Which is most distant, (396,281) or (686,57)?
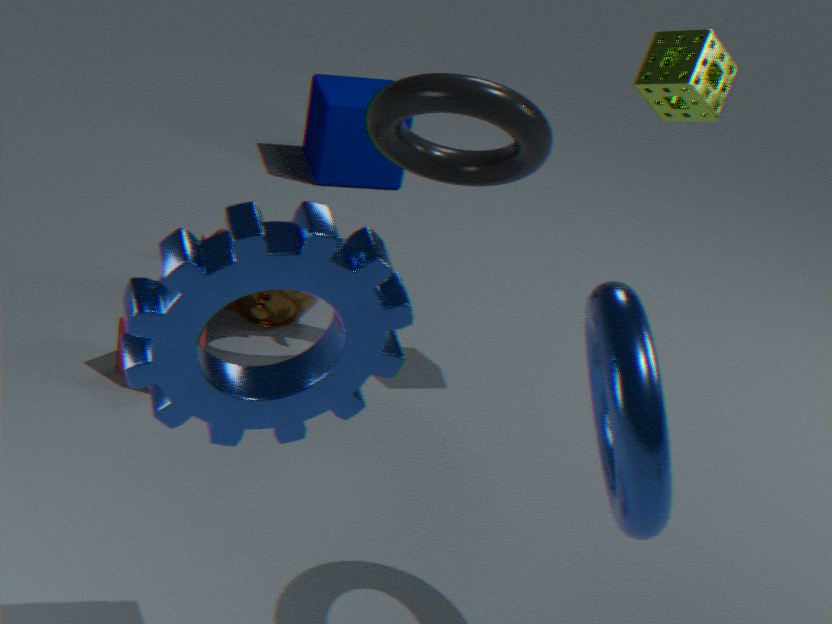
(686,57)
